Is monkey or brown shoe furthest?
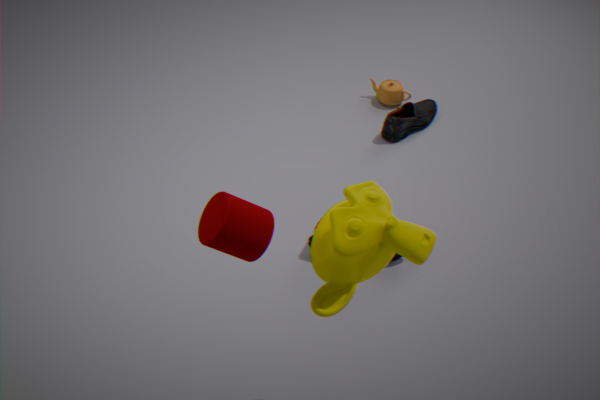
brown shoe
